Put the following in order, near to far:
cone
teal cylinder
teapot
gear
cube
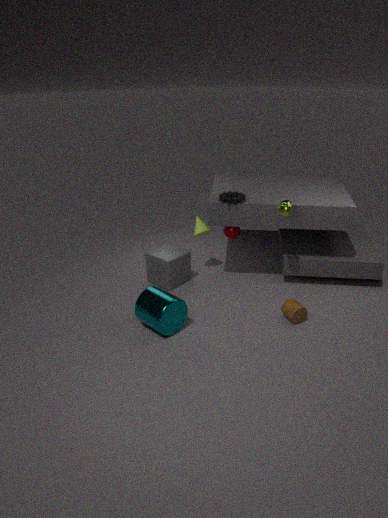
teal cylinder < teapot < gear < cube < cone
